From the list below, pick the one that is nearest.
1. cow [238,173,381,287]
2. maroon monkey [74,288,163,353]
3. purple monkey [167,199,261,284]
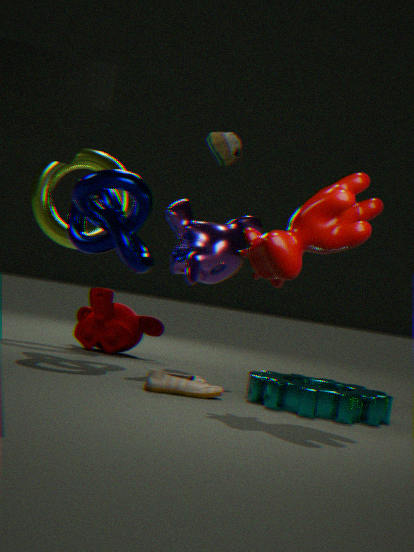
cow [238,173,381,287]
